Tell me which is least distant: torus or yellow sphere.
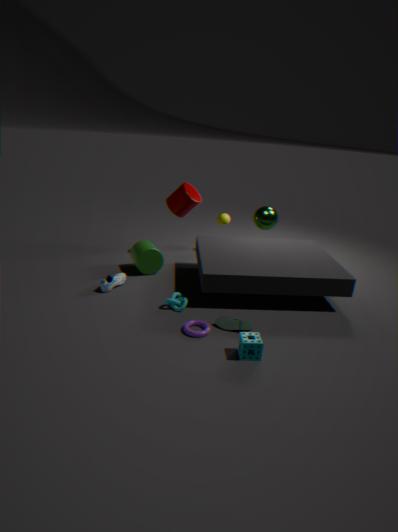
torus
